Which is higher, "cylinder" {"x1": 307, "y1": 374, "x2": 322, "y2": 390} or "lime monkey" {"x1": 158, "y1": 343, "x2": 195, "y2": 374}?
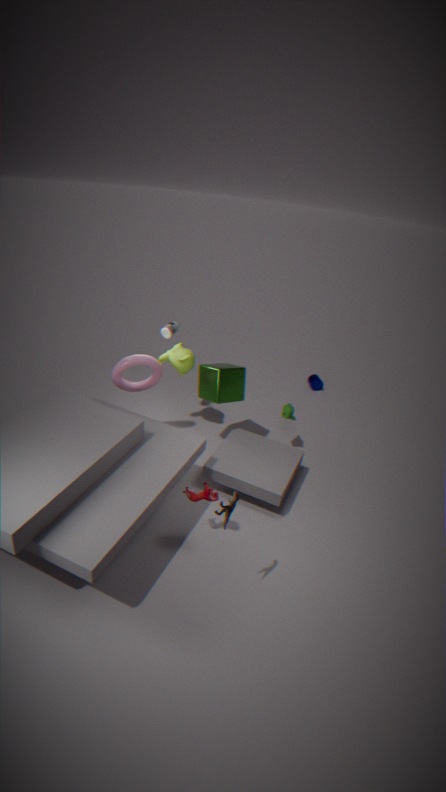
"lime monkey" {"x1": 158, "y1": 343, "x2": 195, "y2": 374}
